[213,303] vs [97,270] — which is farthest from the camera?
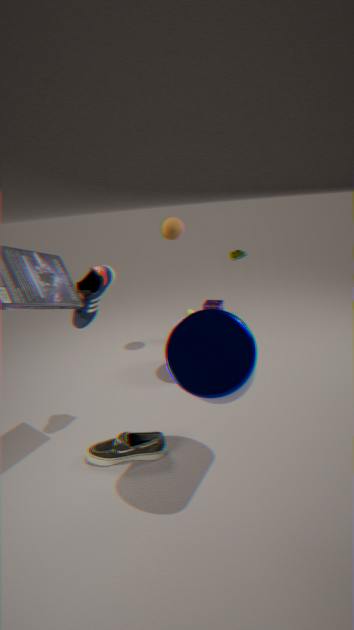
[213,303]
